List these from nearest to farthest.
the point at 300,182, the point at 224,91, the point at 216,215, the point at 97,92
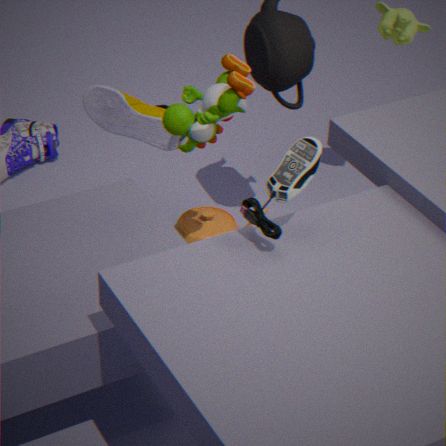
the point at 300,182 < the point at 224,91 < the point at 97,92 < the point at 216,215
